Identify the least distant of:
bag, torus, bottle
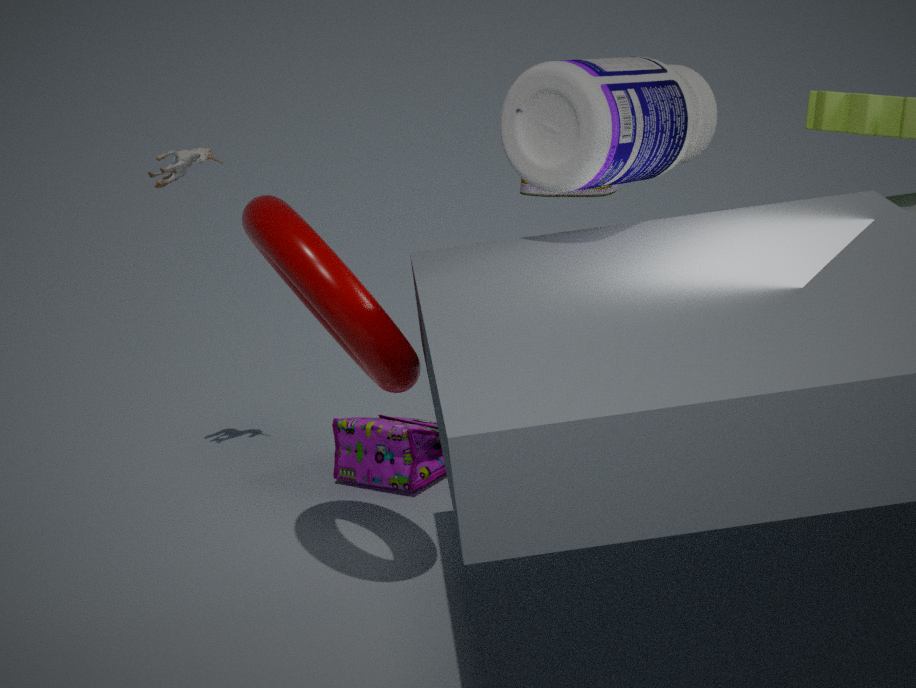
torus
